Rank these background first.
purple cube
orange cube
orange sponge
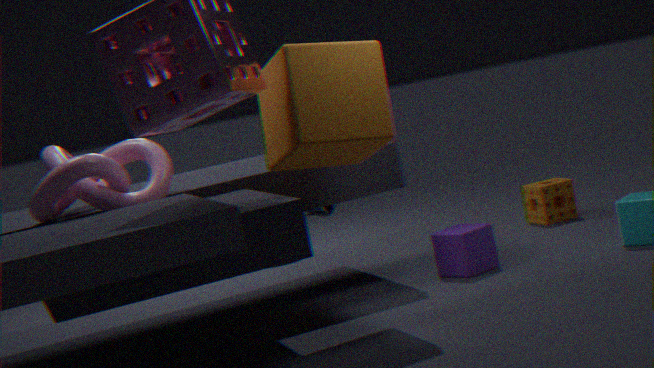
orange sponge, purple cube, orange cube
